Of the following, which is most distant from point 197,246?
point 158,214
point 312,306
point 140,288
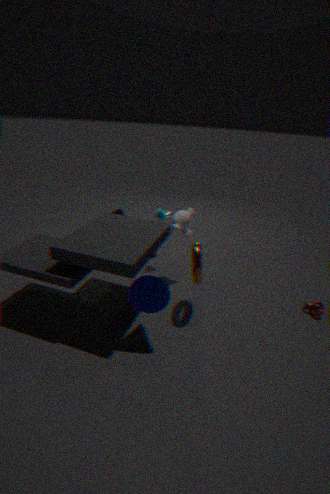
point 312,306
